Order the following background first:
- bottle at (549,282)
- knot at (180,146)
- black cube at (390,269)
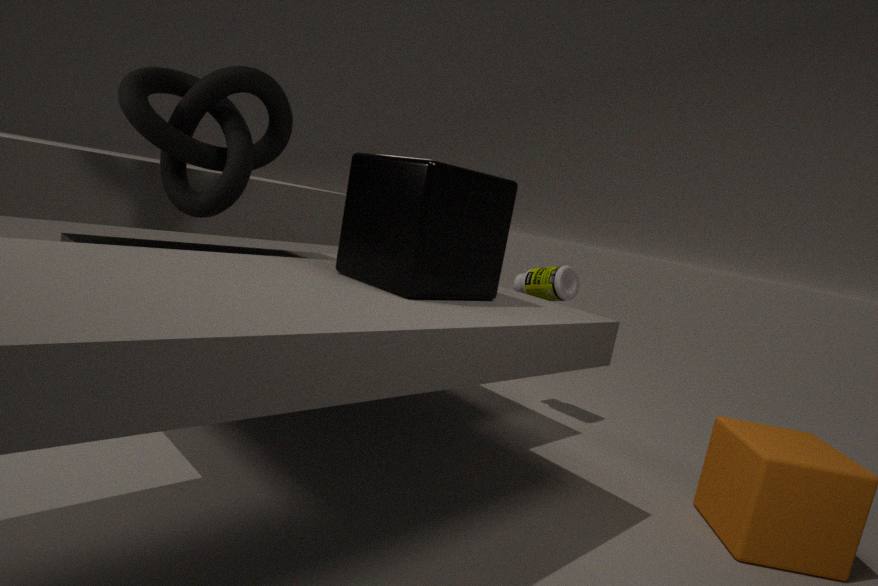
bottle at (549,282), knot at (180,146), black cube at (390,269)
